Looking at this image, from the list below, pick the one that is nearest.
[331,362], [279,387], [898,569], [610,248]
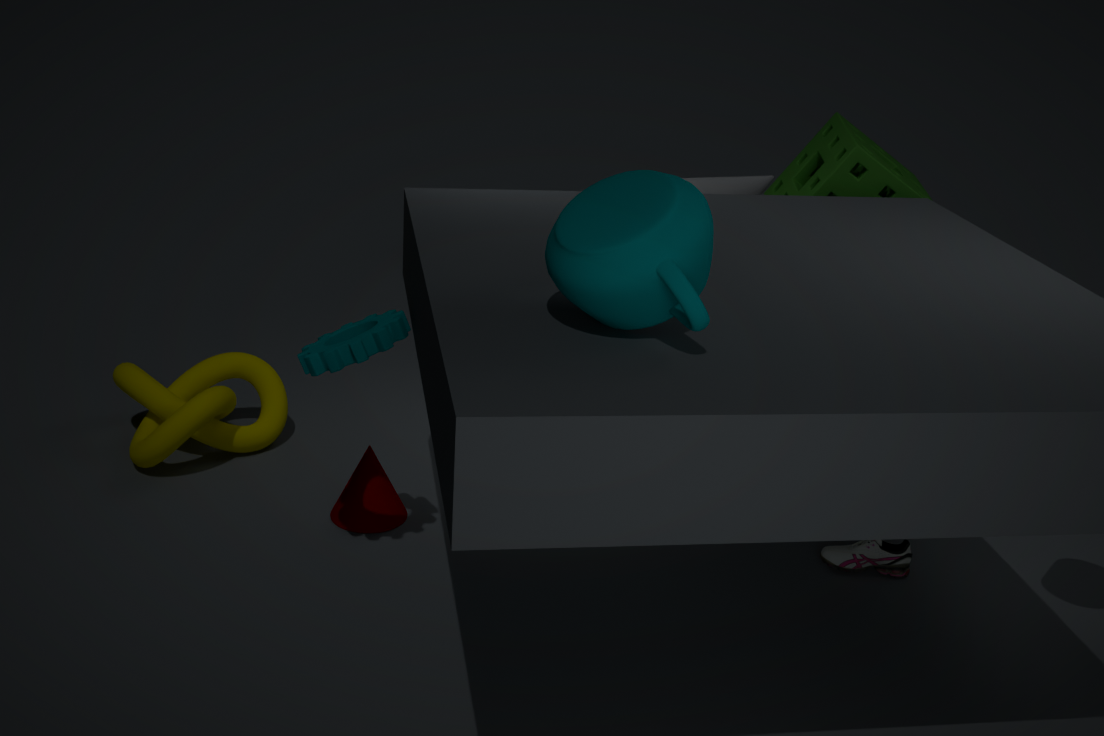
[610,248]
